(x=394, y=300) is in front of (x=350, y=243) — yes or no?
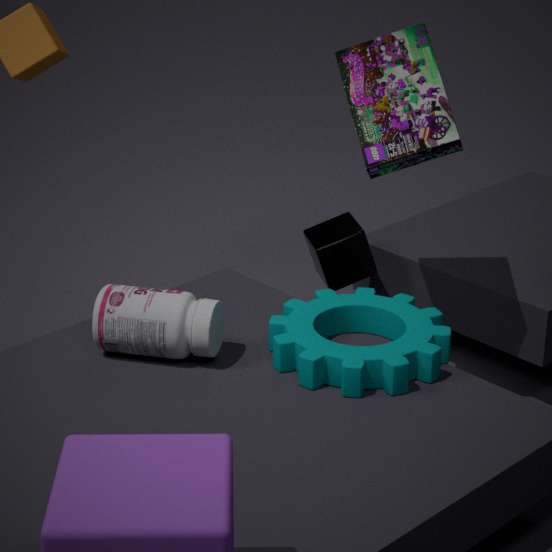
Yes
